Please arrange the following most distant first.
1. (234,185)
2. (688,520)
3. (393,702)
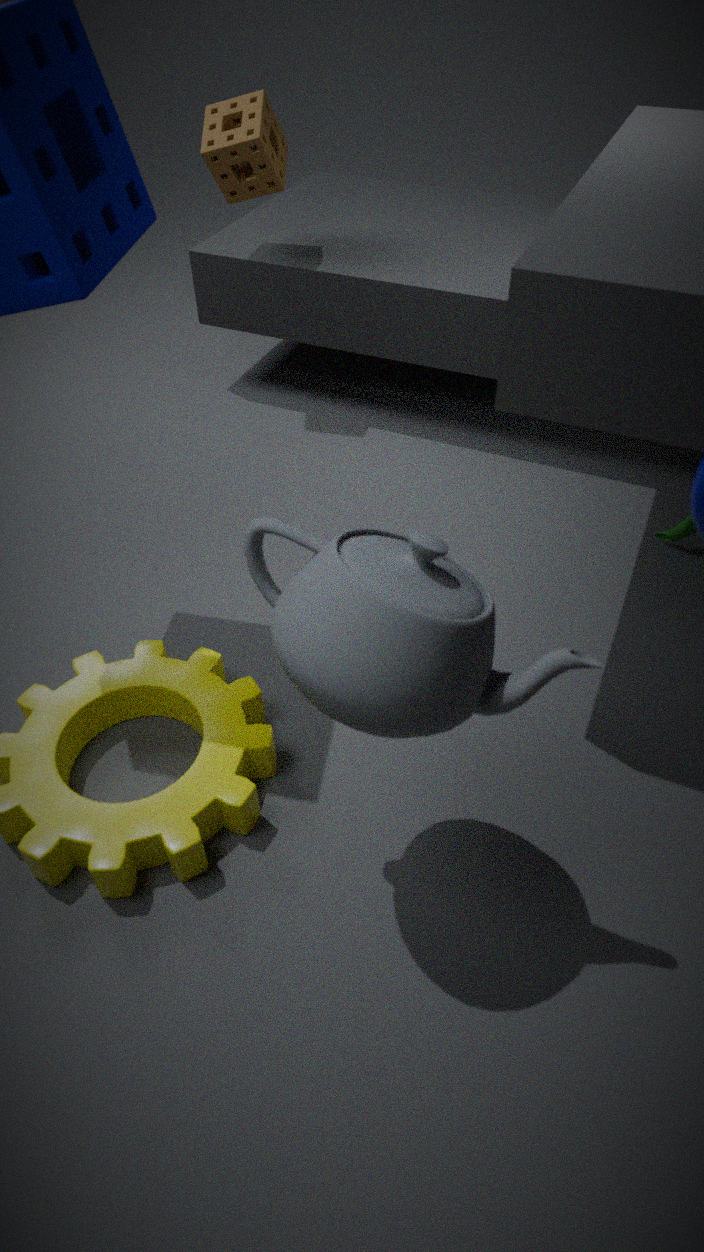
(234,185)
(688,520)
(393,702)
